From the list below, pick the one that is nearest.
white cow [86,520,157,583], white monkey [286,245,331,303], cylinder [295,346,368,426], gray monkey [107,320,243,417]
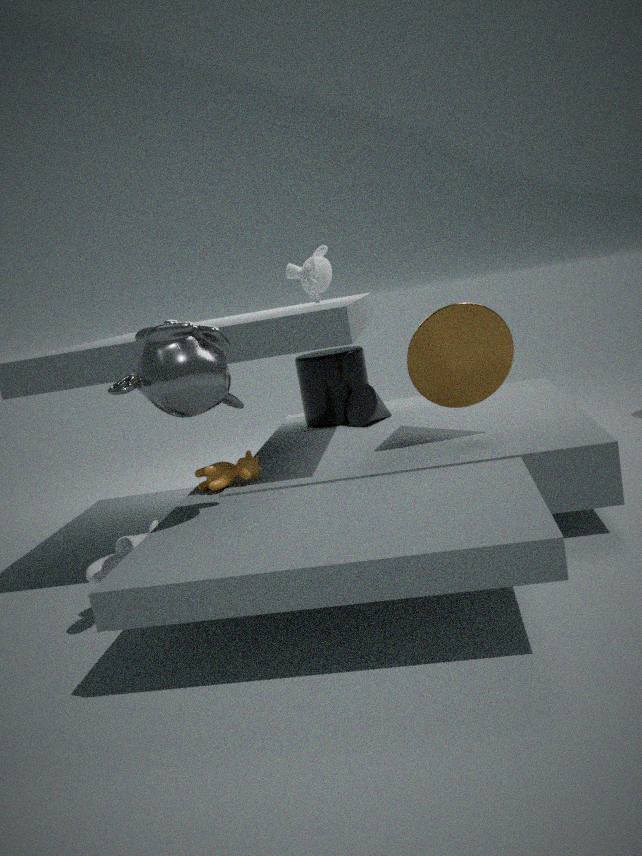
gray monkey [107,320,243,417]
